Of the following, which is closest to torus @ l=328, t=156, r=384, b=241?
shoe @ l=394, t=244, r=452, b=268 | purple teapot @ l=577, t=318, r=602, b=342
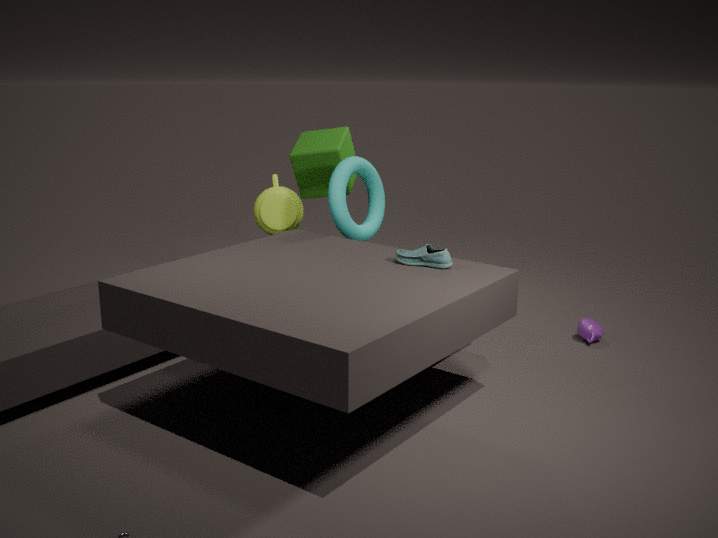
shoe @ l=394, t=244, r=452, b=268
